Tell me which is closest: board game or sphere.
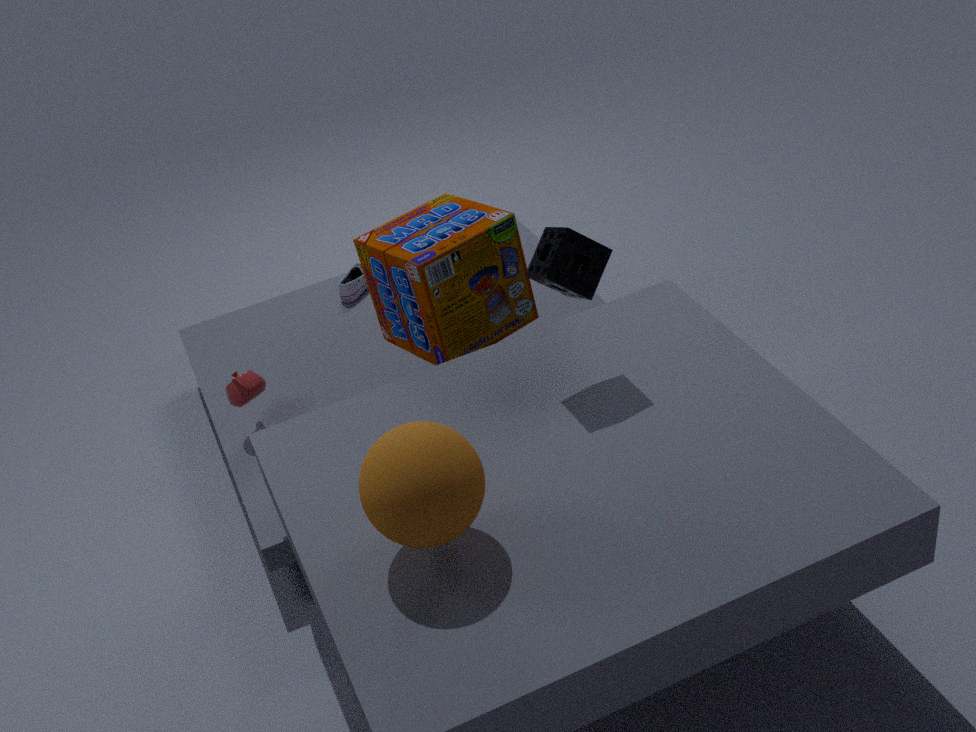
sphere
